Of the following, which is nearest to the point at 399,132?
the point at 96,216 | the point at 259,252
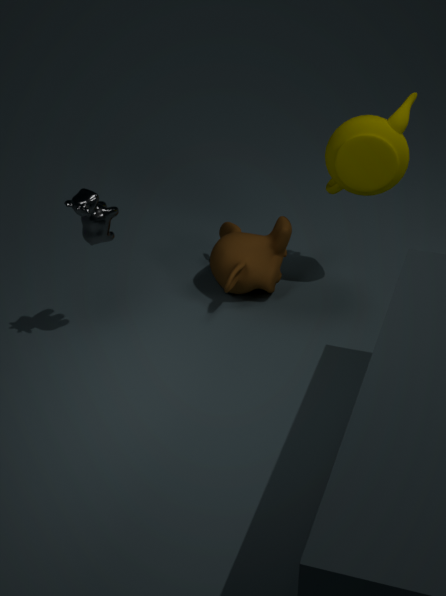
the point at 259,252
